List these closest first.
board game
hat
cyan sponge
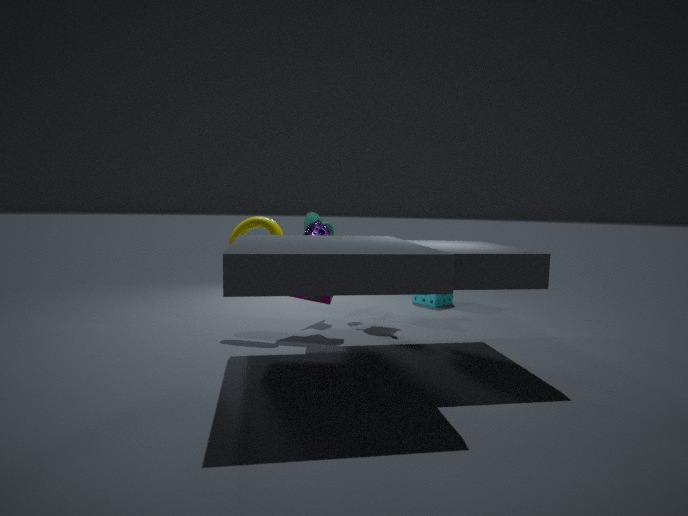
1. board game
2. hat
3. cyan sponge
